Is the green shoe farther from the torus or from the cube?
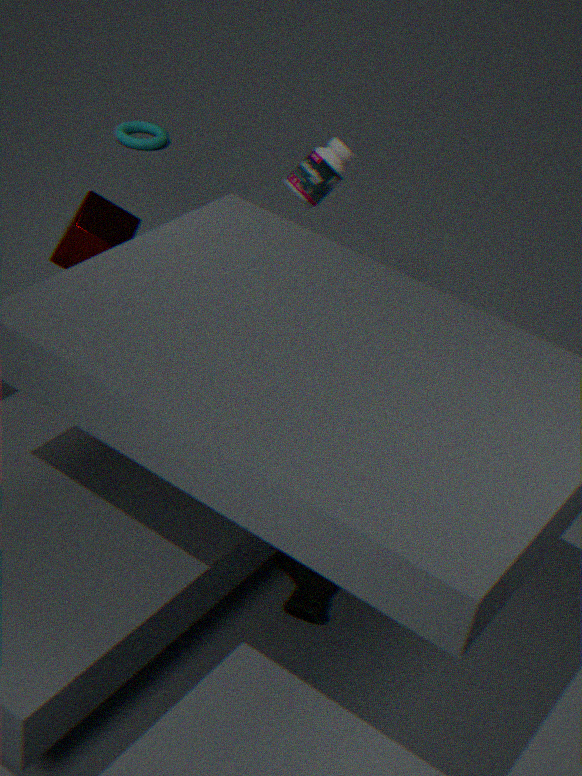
the torus
